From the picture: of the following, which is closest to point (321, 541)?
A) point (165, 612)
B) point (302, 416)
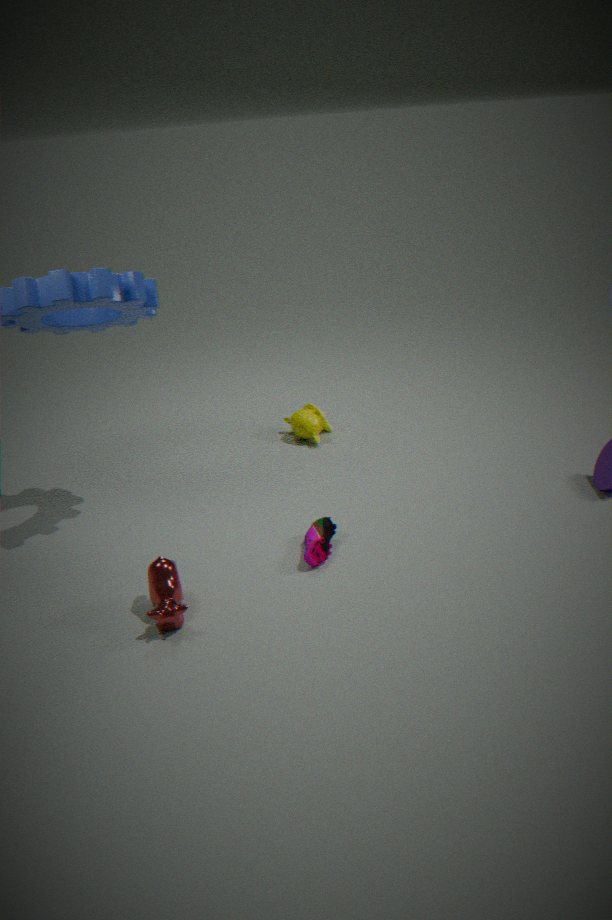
point (165, 612)
